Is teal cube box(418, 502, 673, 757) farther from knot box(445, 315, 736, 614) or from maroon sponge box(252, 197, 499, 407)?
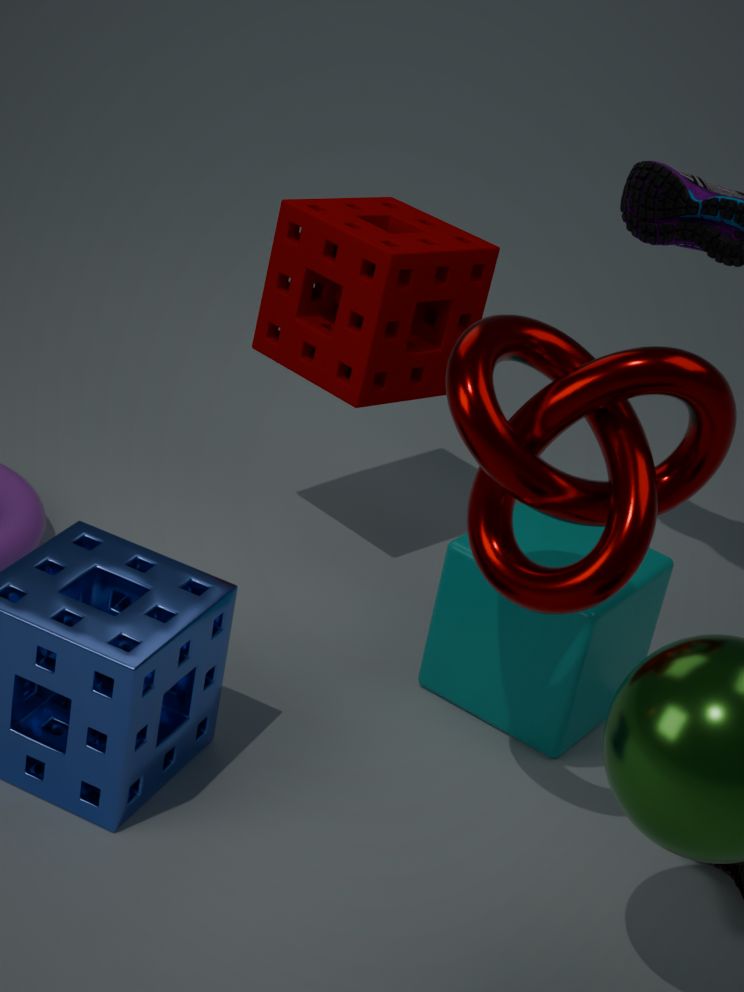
maroon sponge box(252, 197, 499, 407)
